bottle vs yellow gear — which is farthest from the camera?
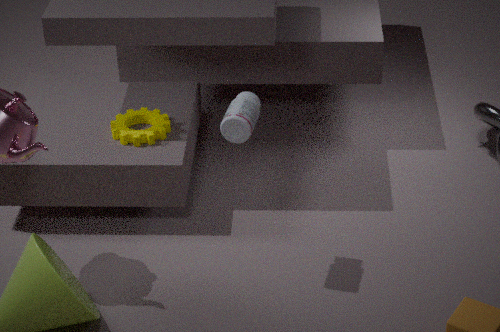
yellow gear
